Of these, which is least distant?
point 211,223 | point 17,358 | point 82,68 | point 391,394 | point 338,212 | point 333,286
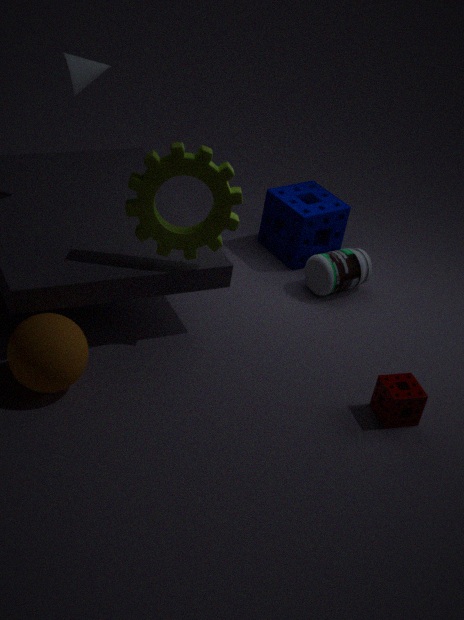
point 17,358
